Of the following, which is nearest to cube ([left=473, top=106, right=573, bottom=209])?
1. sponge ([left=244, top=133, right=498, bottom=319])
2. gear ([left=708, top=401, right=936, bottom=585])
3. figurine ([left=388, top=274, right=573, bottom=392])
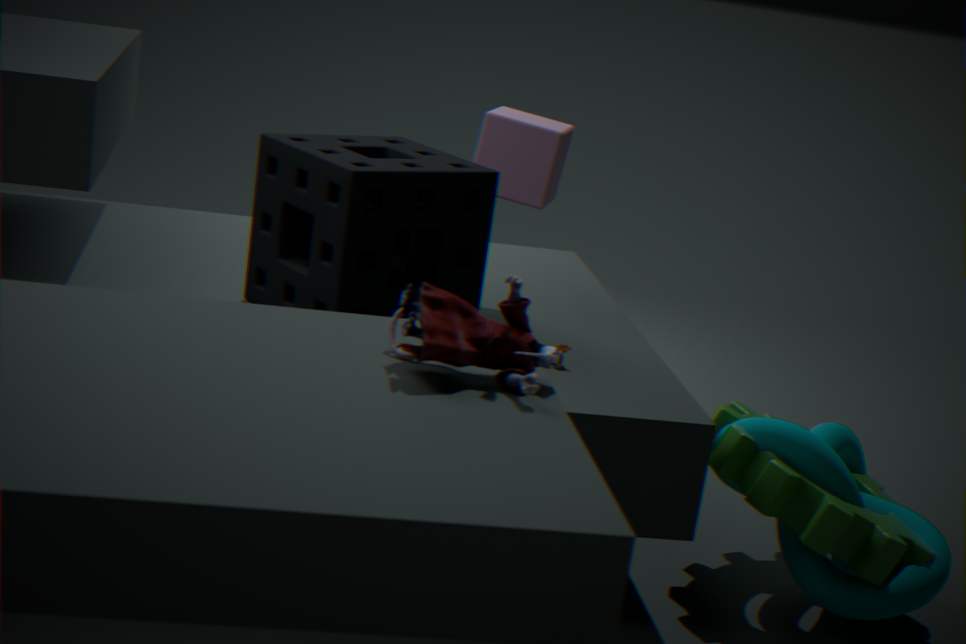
sponge ([left=244, top=133, right=498, bottom=319])
